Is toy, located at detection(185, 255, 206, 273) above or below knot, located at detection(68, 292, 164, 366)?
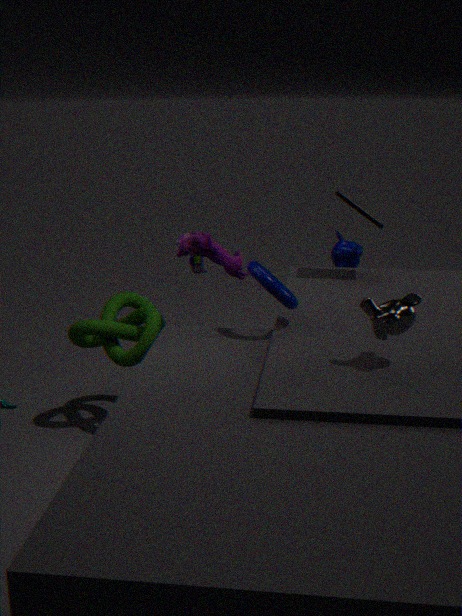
above
